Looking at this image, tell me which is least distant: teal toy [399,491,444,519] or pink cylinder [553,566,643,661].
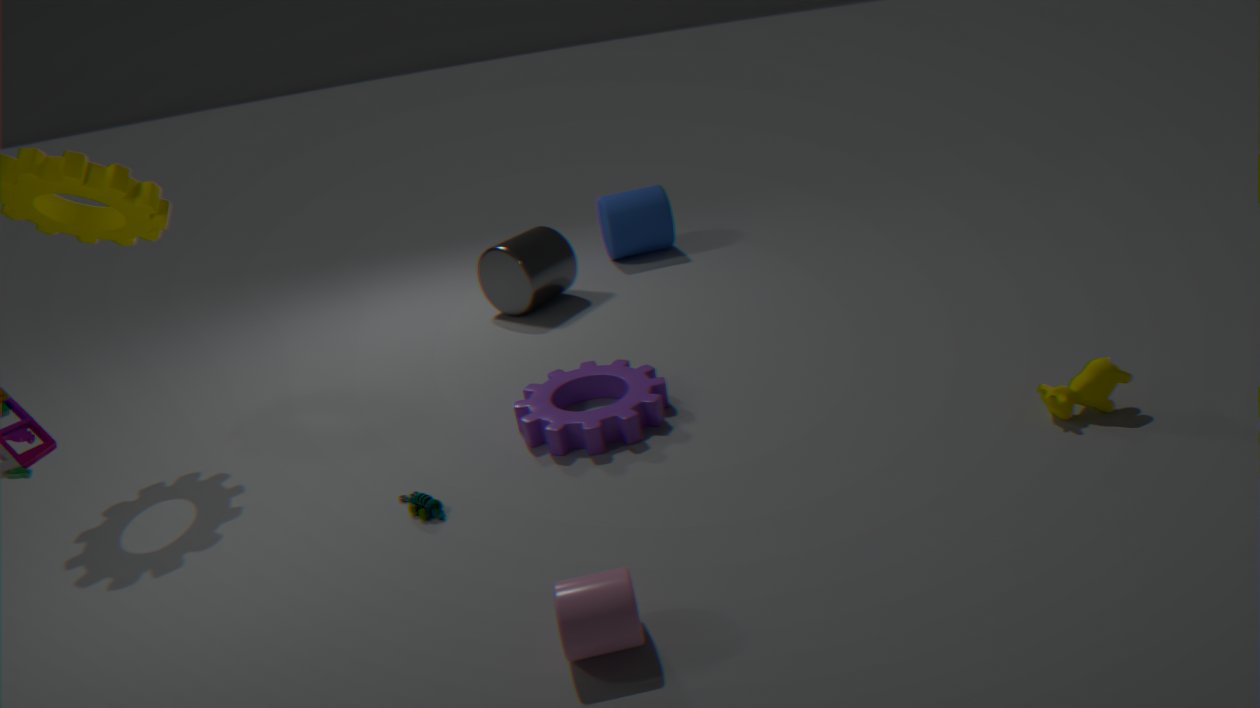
pink cylinder [553,566,643,661]
